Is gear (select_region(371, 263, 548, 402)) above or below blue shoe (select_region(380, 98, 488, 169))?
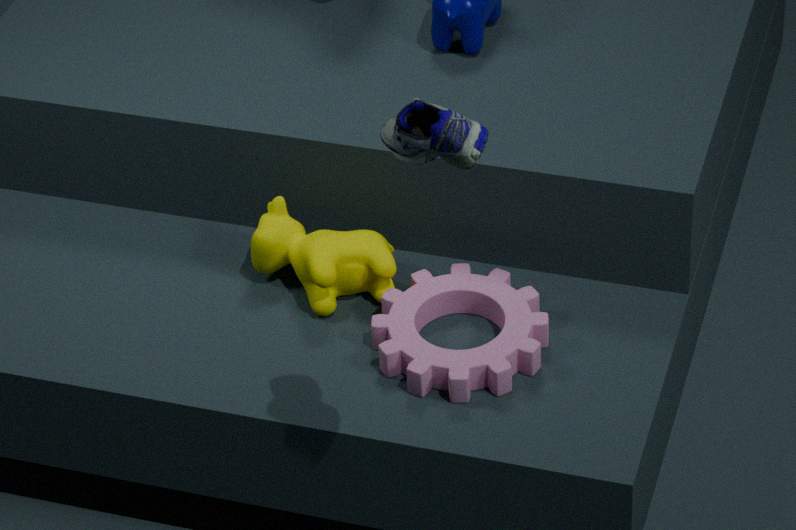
below
